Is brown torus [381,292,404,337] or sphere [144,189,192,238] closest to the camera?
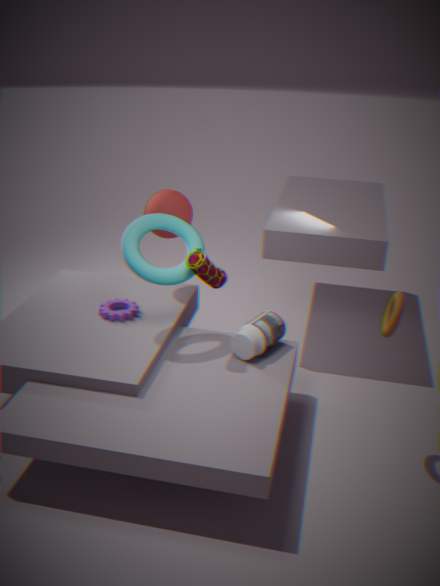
brown torus [381,292,404,337]
